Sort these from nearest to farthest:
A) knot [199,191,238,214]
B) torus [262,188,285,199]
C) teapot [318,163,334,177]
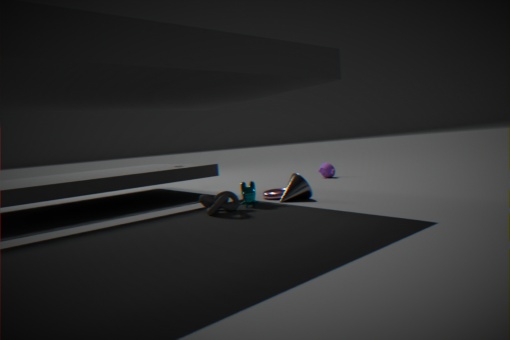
knot [199,191,238,214], torus [262,188,285,199], teapot [318,163,334,177]
